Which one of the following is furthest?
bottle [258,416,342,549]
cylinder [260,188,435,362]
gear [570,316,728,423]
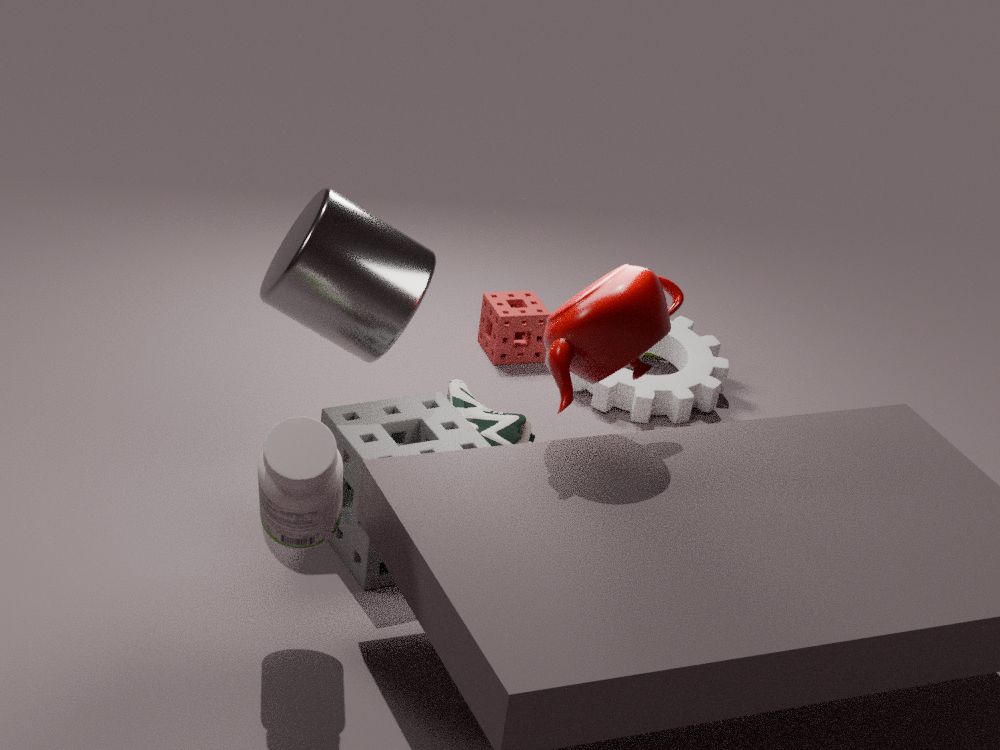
gear [570,316,728,423]
